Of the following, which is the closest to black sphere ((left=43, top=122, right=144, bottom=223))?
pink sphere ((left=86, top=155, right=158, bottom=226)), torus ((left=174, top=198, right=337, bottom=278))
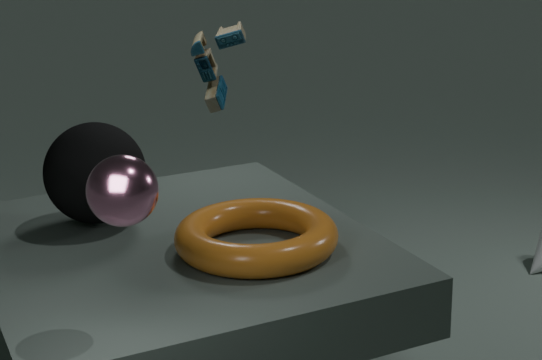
torus ((left=174, top=198, right=337, bottom=278))
